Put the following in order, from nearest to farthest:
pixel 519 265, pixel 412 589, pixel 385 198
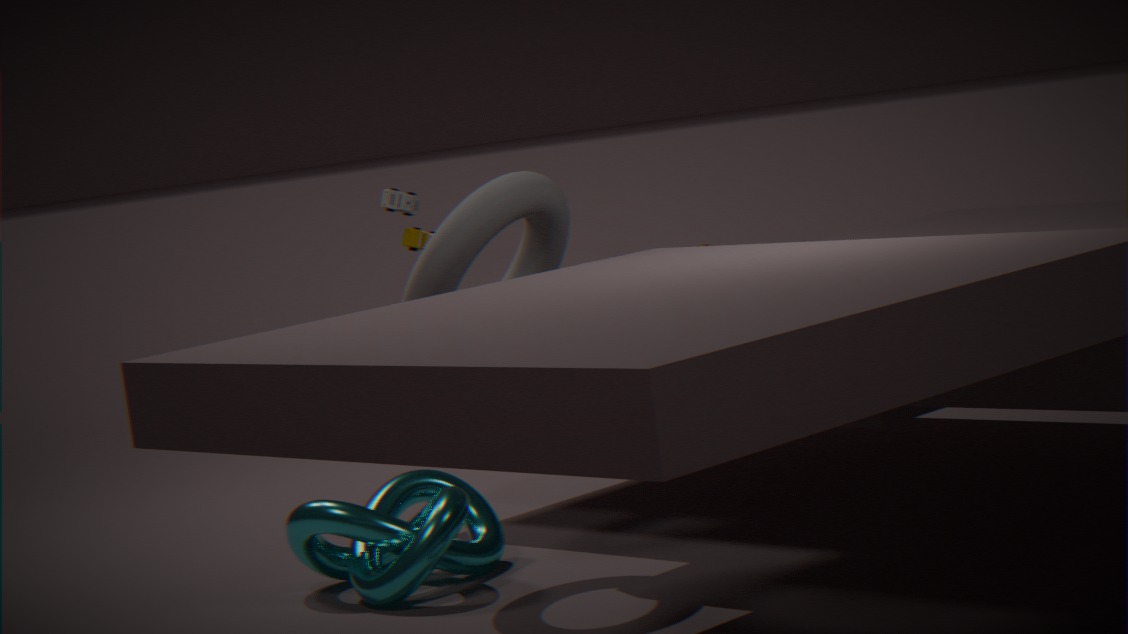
pixel 412 589, pixel 385 198, pixel 519 265
